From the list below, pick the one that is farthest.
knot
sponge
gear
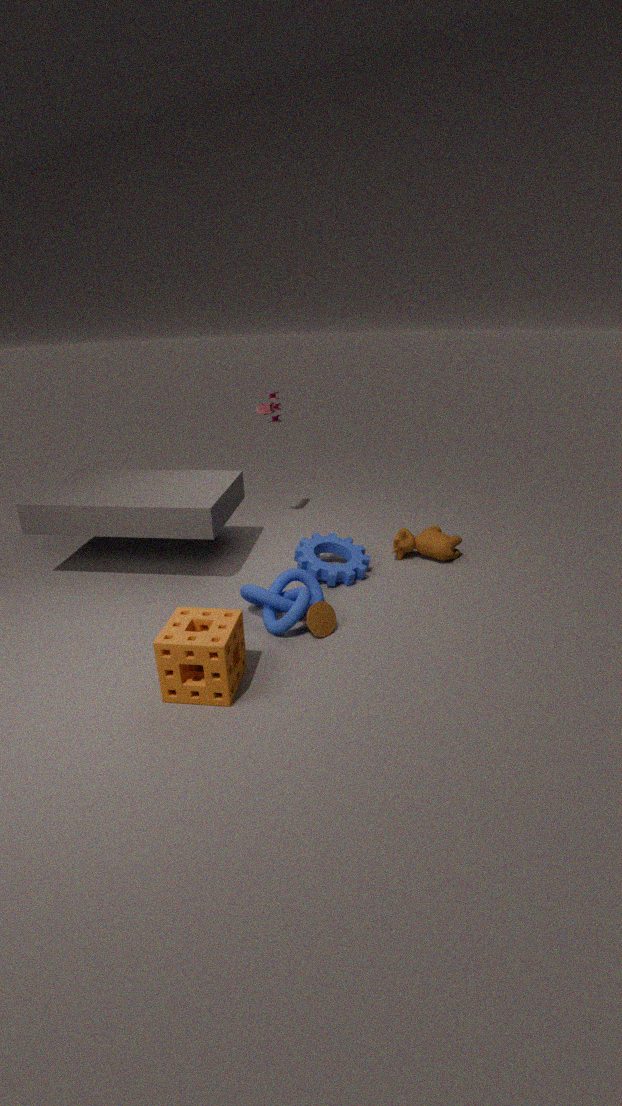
gear
